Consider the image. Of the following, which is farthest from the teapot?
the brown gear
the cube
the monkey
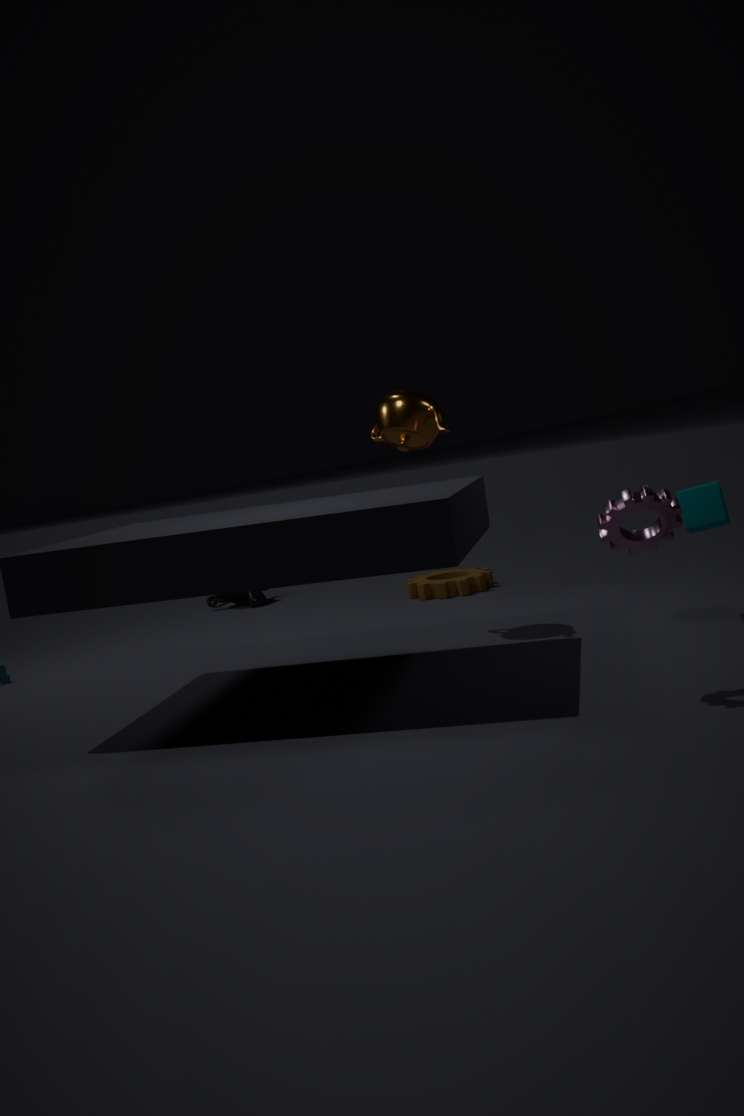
the monkey
